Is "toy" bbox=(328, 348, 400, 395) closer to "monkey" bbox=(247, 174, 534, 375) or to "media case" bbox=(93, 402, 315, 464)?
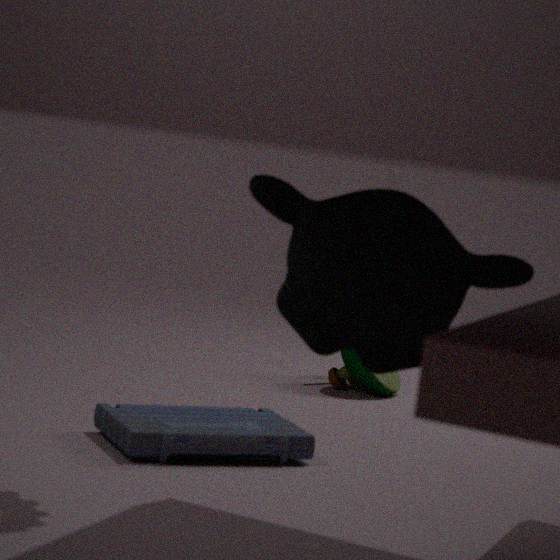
"media case" bbox=(93, 402, 315, 464)
